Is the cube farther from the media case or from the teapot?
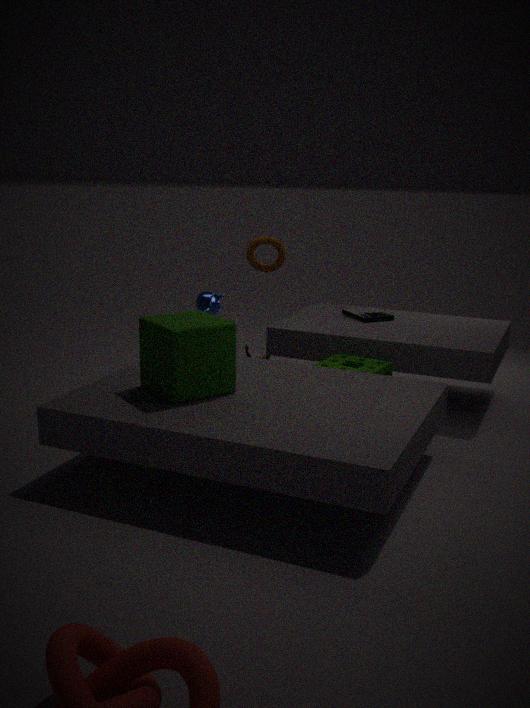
the media case
